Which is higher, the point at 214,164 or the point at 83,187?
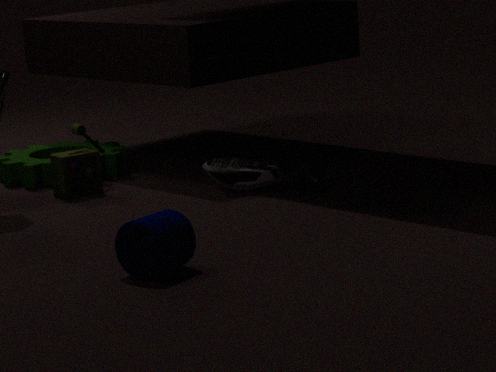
the point at 83,187
